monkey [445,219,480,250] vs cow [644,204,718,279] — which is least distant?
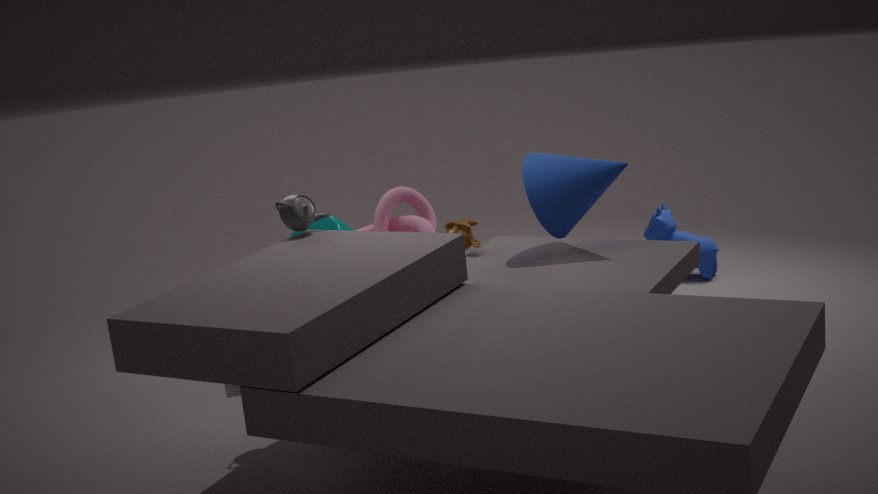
monkey [445,219,480,250]
